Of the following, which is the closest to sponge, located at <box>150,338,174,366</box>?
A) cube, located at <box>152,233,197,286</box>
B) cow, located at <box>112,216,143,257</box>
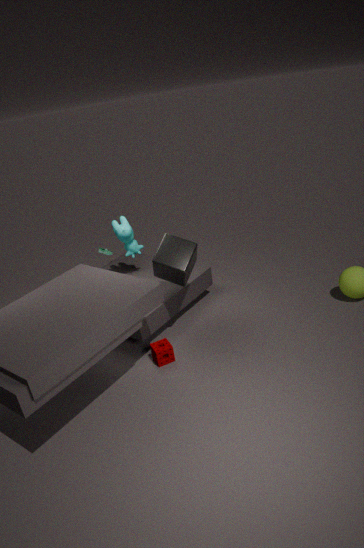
cube, located at <box>152,233,197,286</box>
